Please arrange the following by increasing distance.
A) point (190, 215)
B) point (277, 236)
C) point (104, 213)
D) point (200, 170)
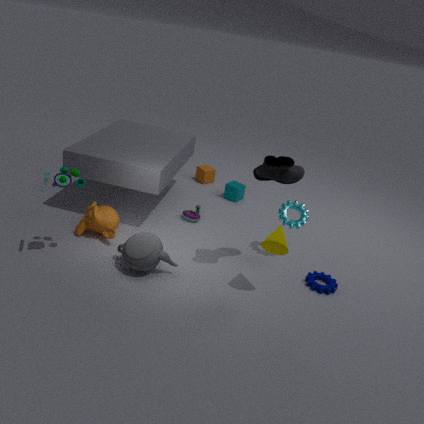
point (277, 236)
point (104, 213)
point (190, 215)
point (200, 170)
